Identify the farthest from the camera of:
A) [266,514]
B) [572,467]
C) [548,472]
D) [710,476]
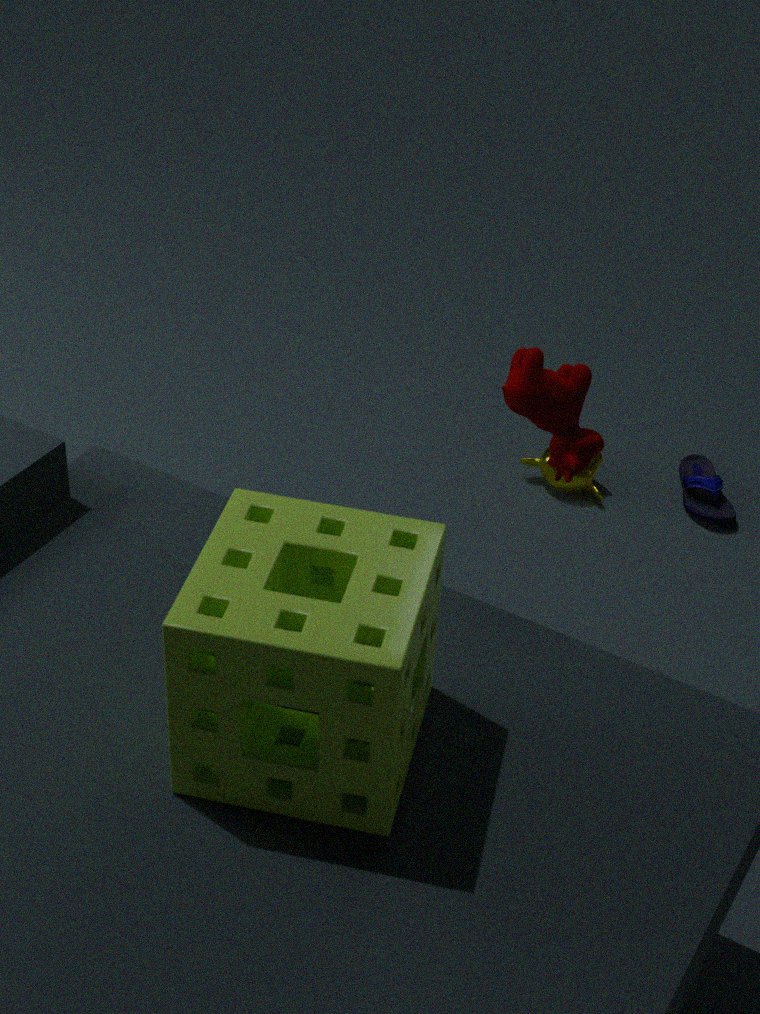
[710,476]
